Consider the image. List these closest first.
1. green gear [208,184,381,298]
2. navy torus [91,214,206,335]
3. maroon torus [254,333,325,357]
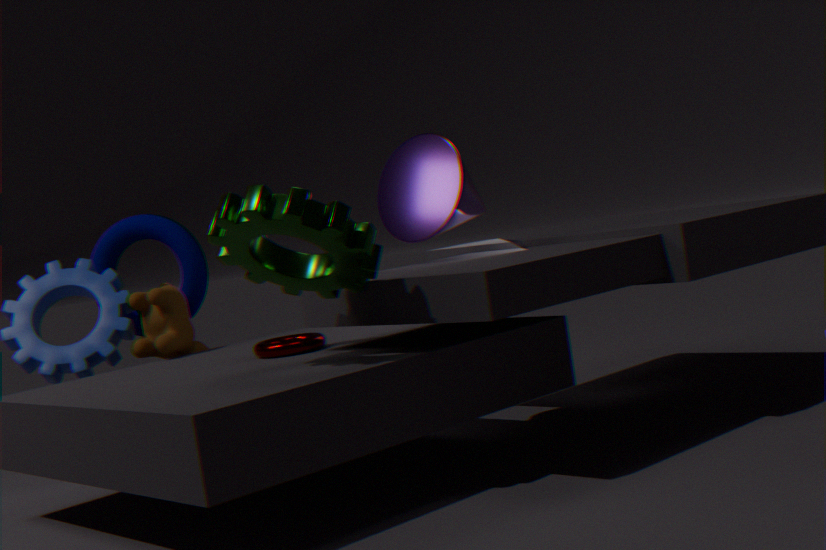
green gear [208,184,381,298] → maroon torus [254,333,325,357] → navy torus [91,214,206,335]
